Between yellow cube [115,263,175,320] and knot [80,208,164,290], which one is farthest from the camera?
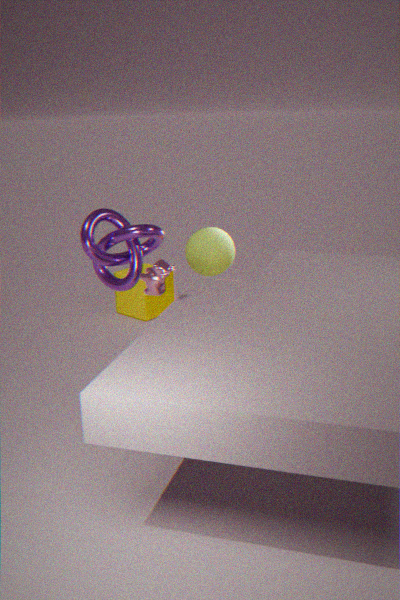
yellow cube [115,263,175,320]
